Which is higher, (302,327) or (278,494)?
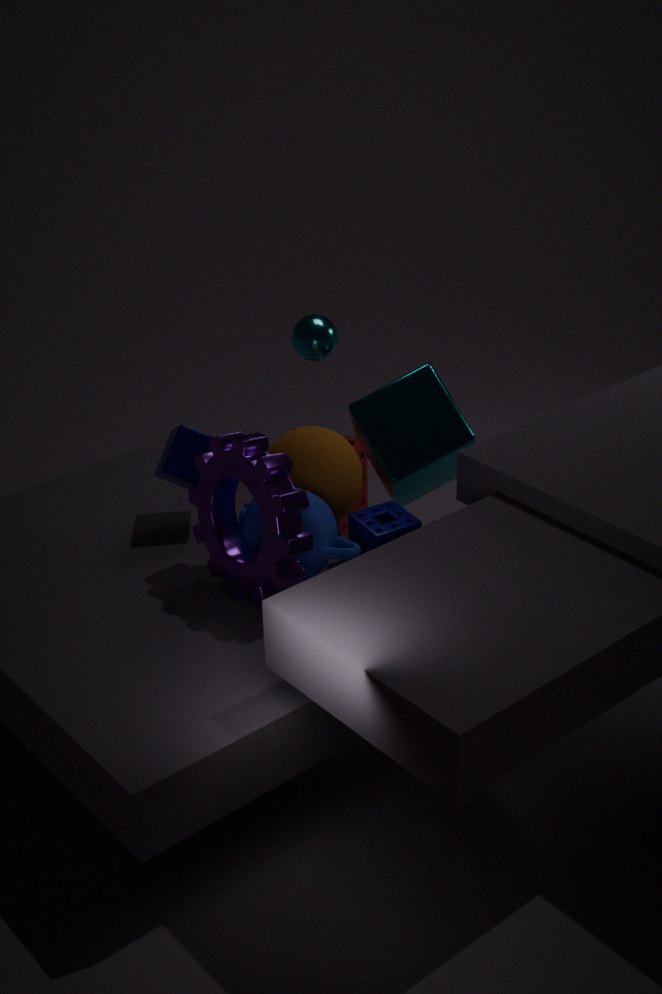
(302,327)
